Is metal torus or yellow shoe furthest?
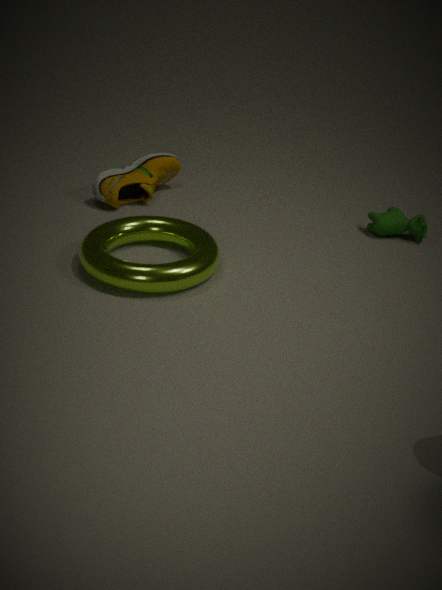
yellow shoe
